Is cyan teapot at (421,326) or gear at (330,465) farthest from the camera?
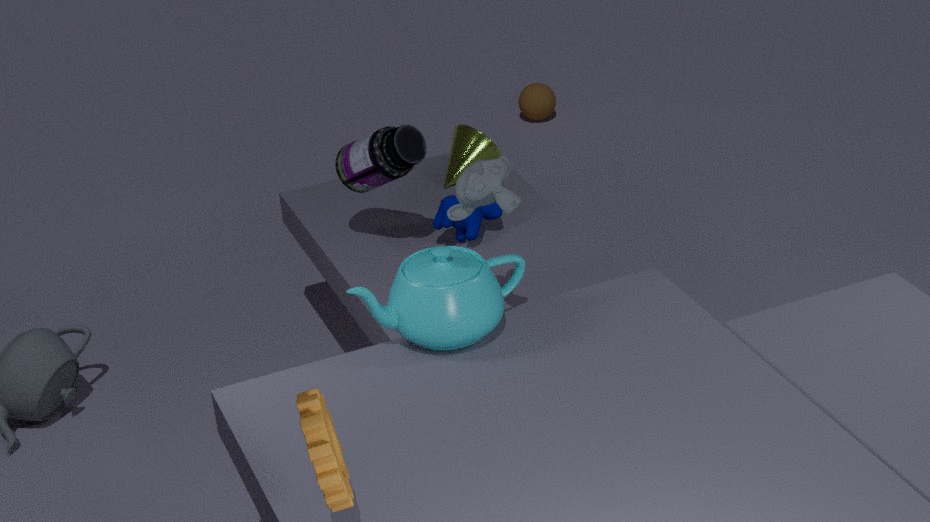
cyan teapot at (421,326)
